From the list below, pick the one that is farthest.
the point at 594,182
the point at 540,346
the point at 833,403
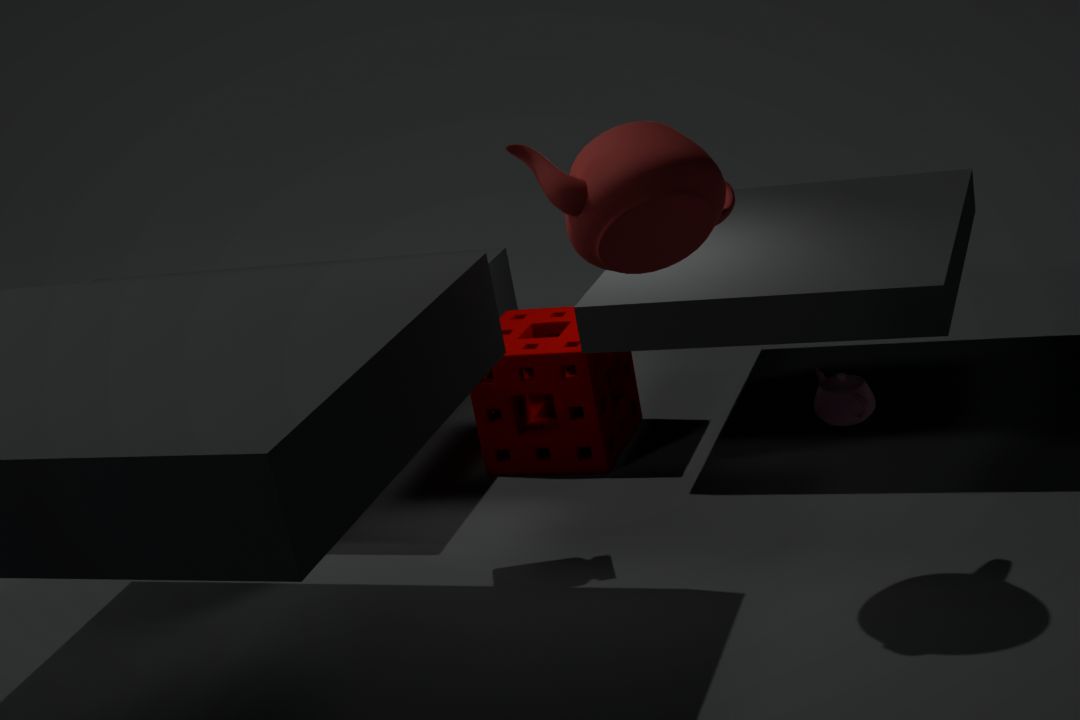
the point at 833,403
